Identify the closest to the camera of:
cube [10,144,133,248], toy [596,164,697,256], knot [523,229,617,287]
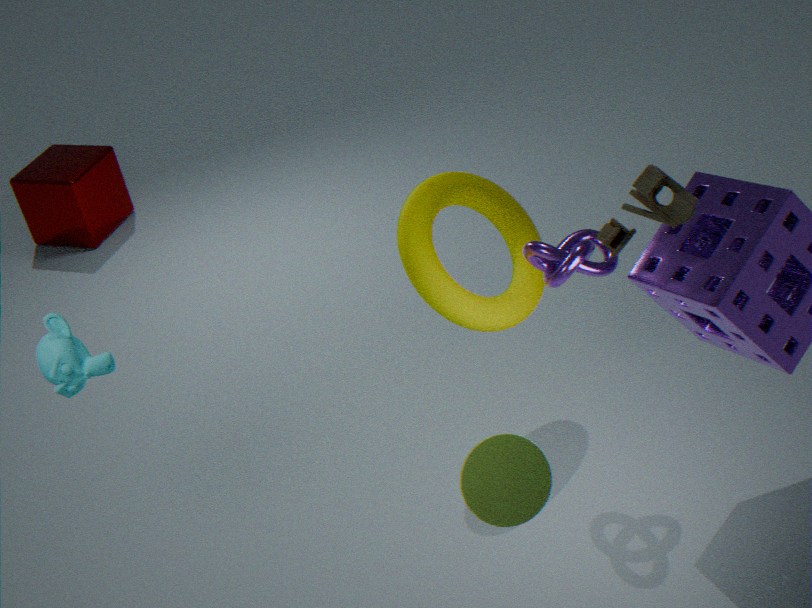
toy [596,164,697,256]
